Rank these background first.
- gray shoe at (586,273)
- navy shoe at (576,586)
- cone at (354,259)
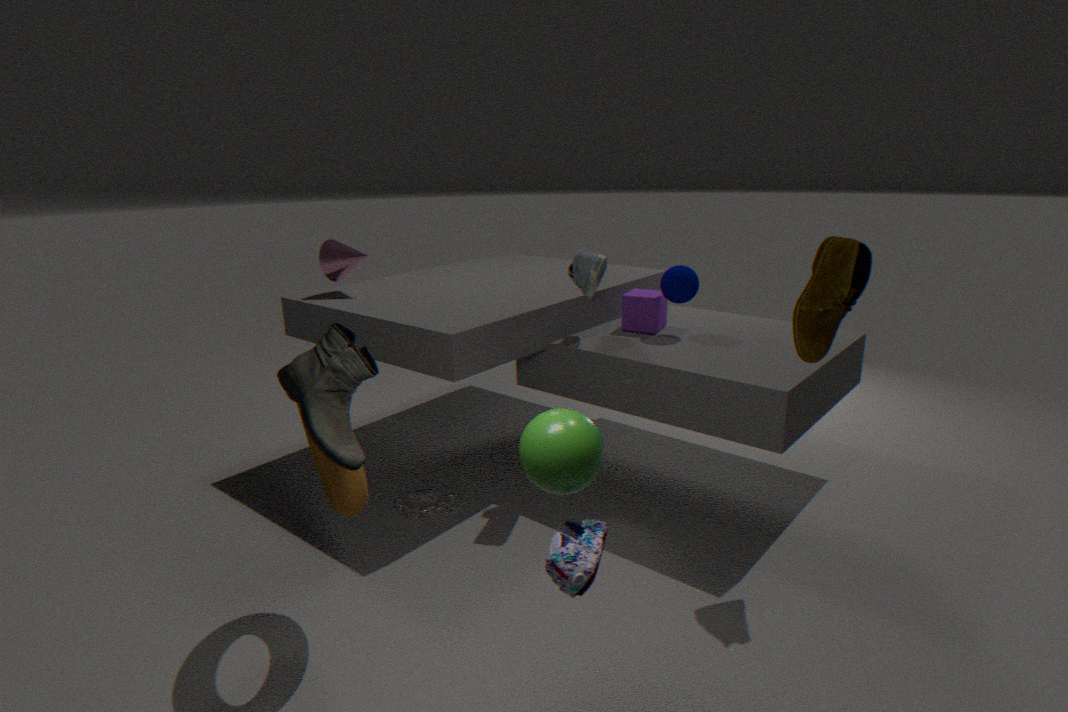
cone at (354,259) → gray shoe at (586,273) → navy shoe at (576,586)
